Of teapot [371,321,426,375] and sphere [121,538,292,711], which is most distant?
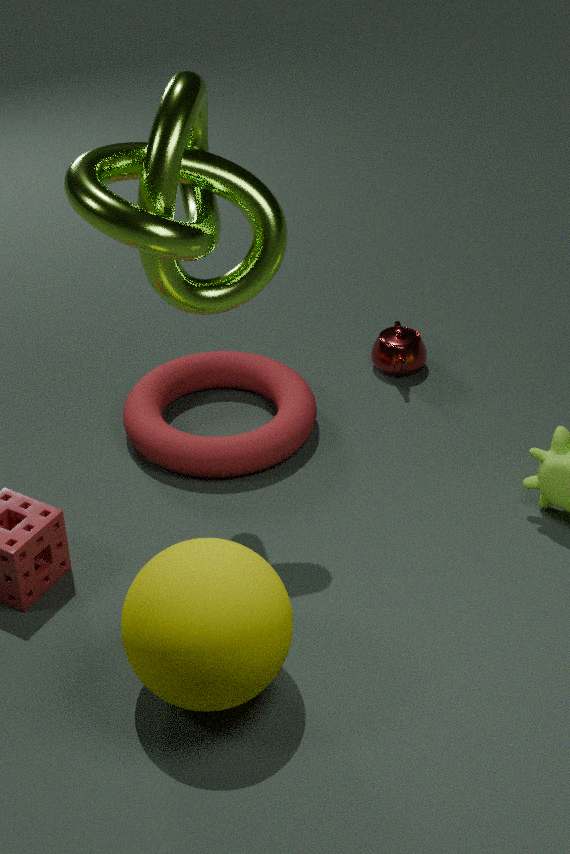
teapot [371,321,426,375]
